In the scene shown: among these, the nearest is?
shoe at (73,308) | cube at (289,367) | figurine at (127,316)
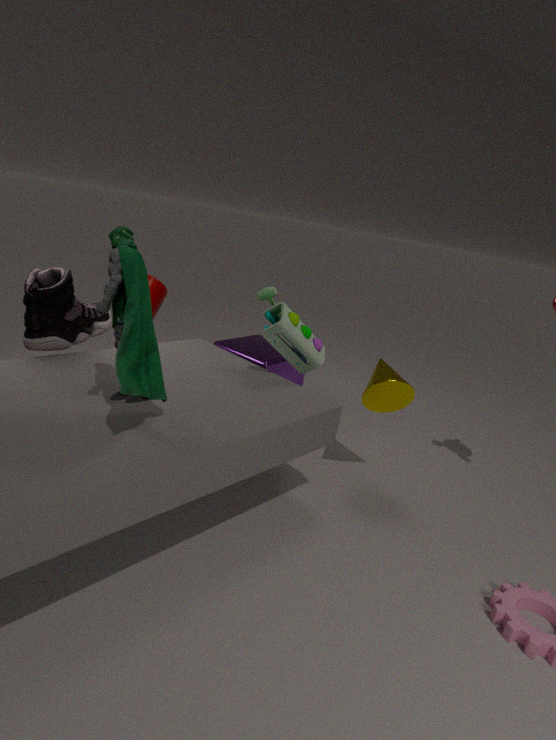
figurine at (127,316)
